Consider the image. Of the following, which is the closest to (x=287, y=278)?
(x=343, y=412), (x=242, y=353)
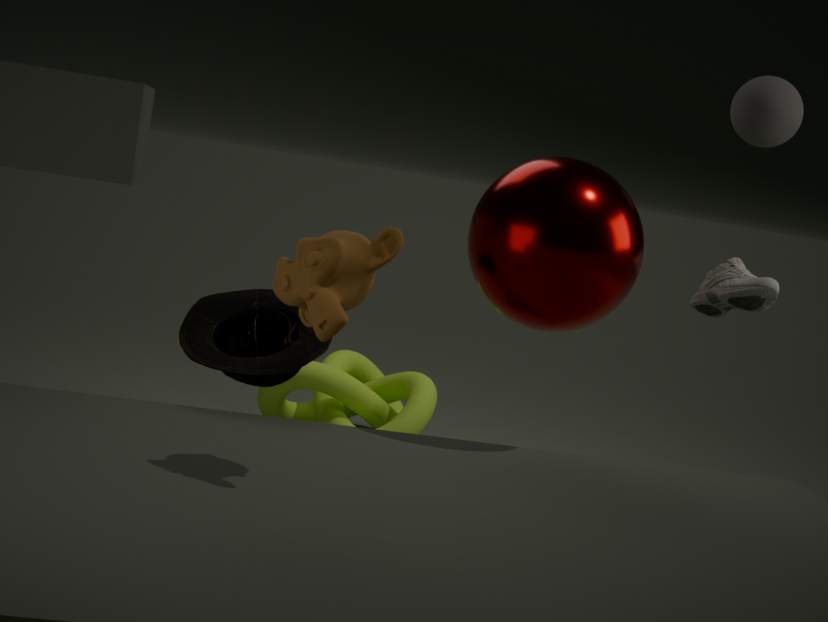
(x=242, y=353)
